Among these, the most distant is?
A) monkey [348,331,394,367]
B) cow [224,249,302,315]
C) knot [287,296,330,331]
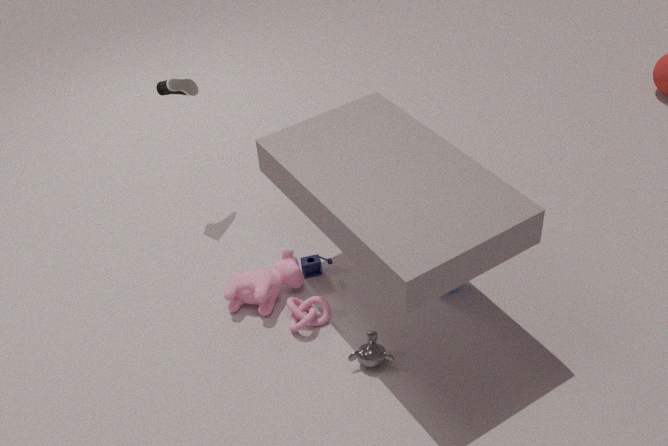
cow [224,249,302,315]
